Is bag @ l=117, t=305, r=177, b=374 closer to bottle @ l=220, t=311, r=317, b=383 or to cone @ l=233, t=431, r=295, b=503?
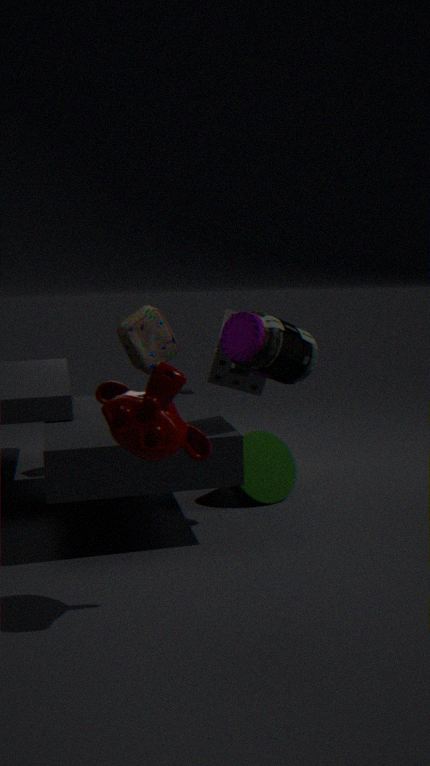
cone @ l=233, t=431, r=295, b=503
